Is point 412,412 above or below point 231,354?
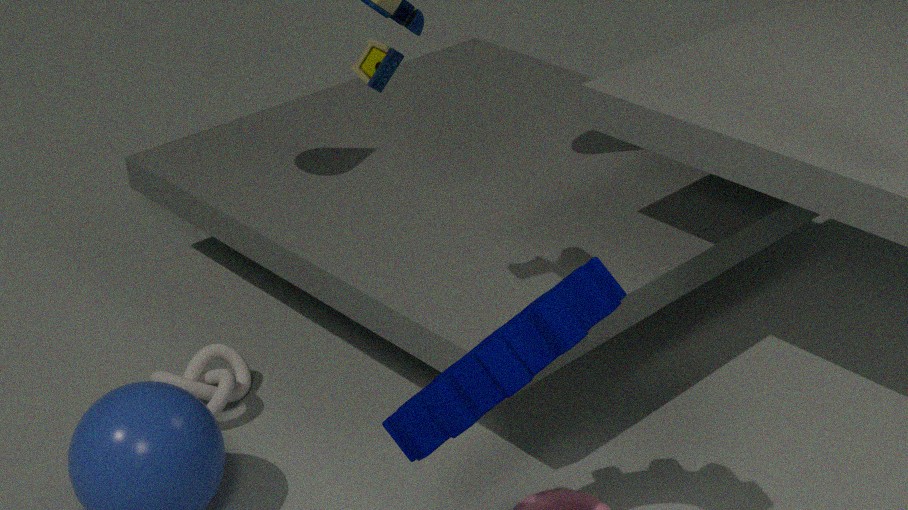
above
